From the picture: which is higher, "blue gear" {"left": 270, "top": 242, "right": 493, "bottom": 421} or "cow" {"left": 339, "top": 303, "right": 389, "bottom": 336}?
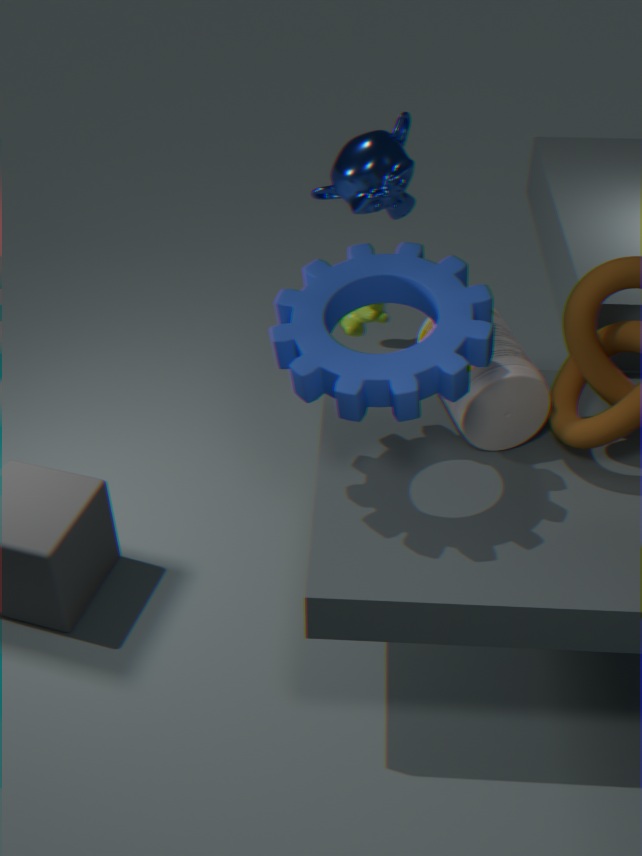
"blue gear" {"left": 270, "top": 242, "right": 493, "bottom": 421}
